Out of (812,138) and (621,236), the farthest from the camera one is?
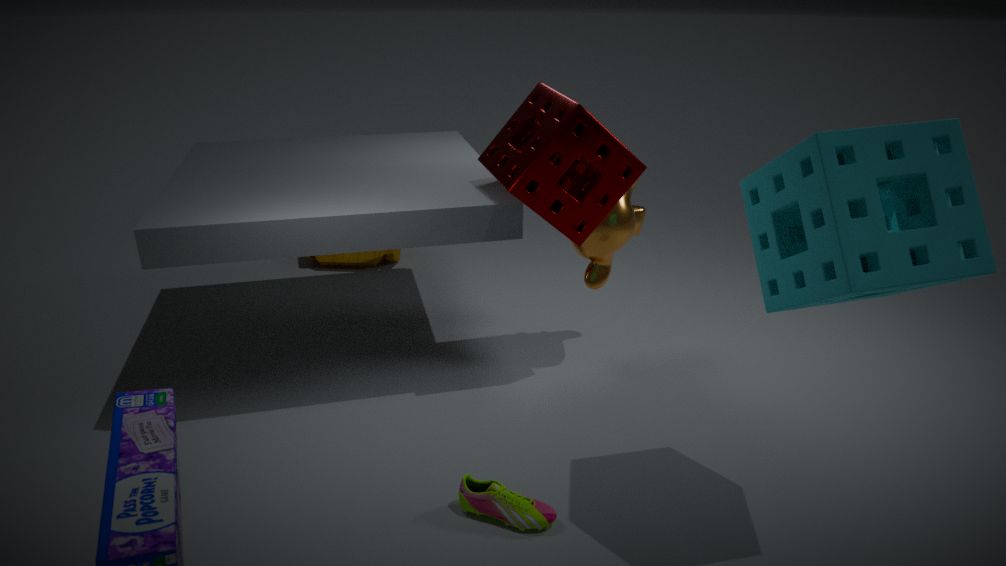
(621,236)
